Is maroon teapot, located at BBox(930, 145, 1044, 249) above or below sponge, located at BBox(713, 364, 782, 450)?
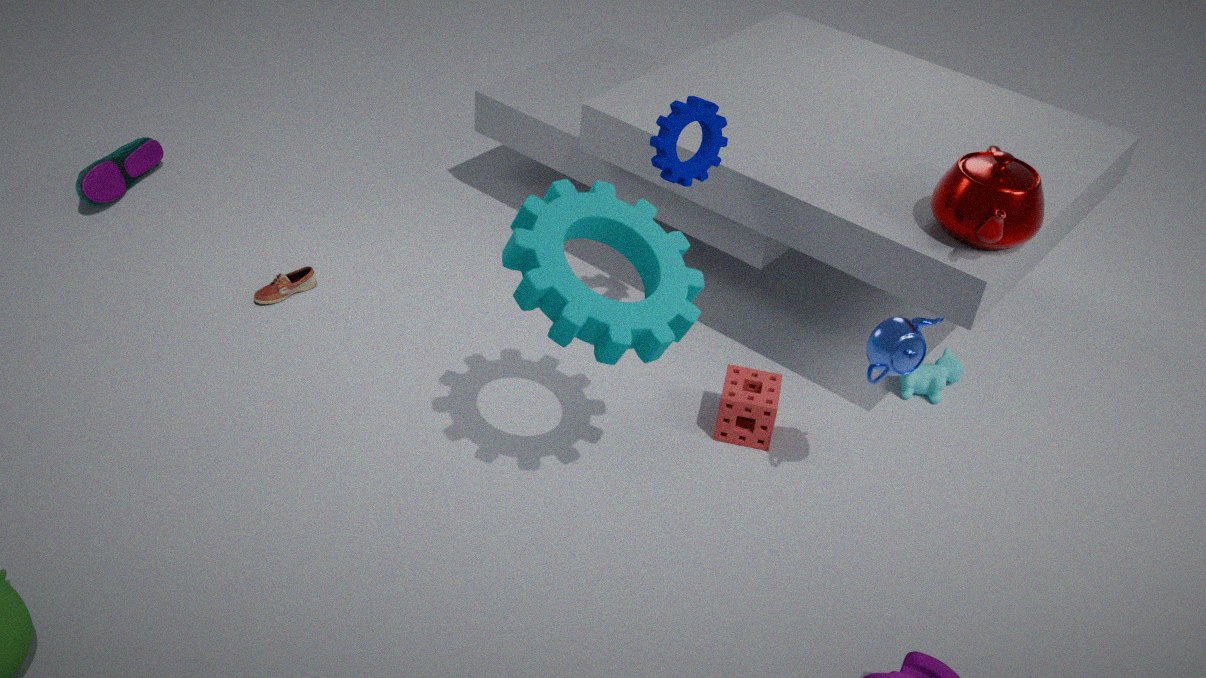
above
